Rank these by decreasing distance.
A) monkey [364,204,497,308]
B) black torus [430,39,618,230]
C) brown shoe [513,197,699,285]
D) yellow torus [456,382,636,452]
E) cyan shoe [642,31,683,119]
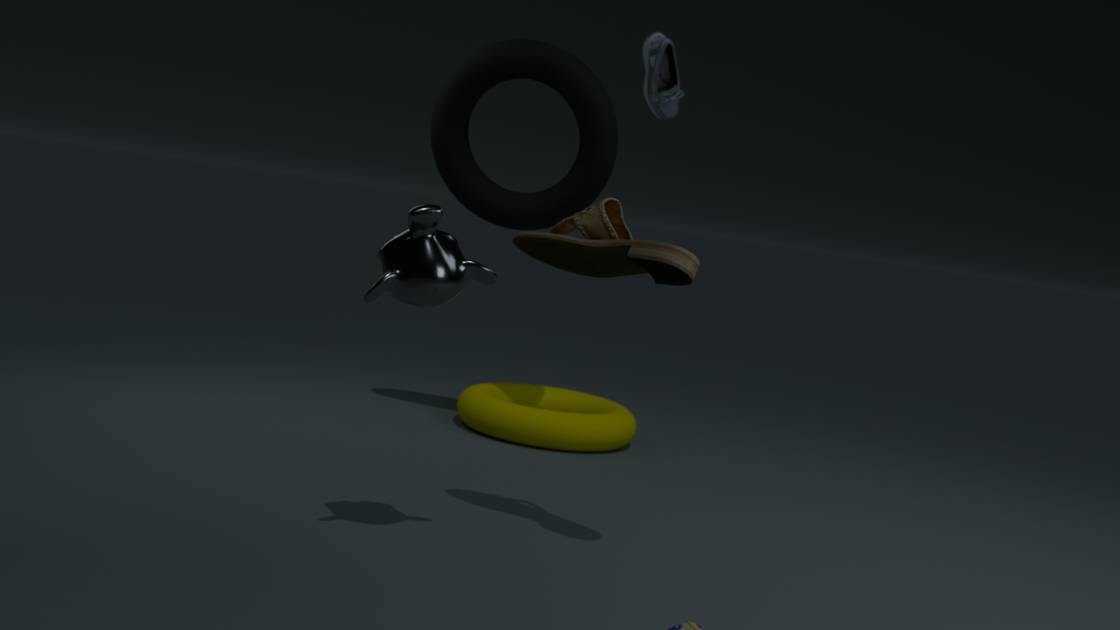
cyan shoe [642,31,683,119] < yellow torus [456,382,636,452] < black torus [430,39,618,230] < brown shoe [513,197,699,285] < monkey [364,204,497,308]
